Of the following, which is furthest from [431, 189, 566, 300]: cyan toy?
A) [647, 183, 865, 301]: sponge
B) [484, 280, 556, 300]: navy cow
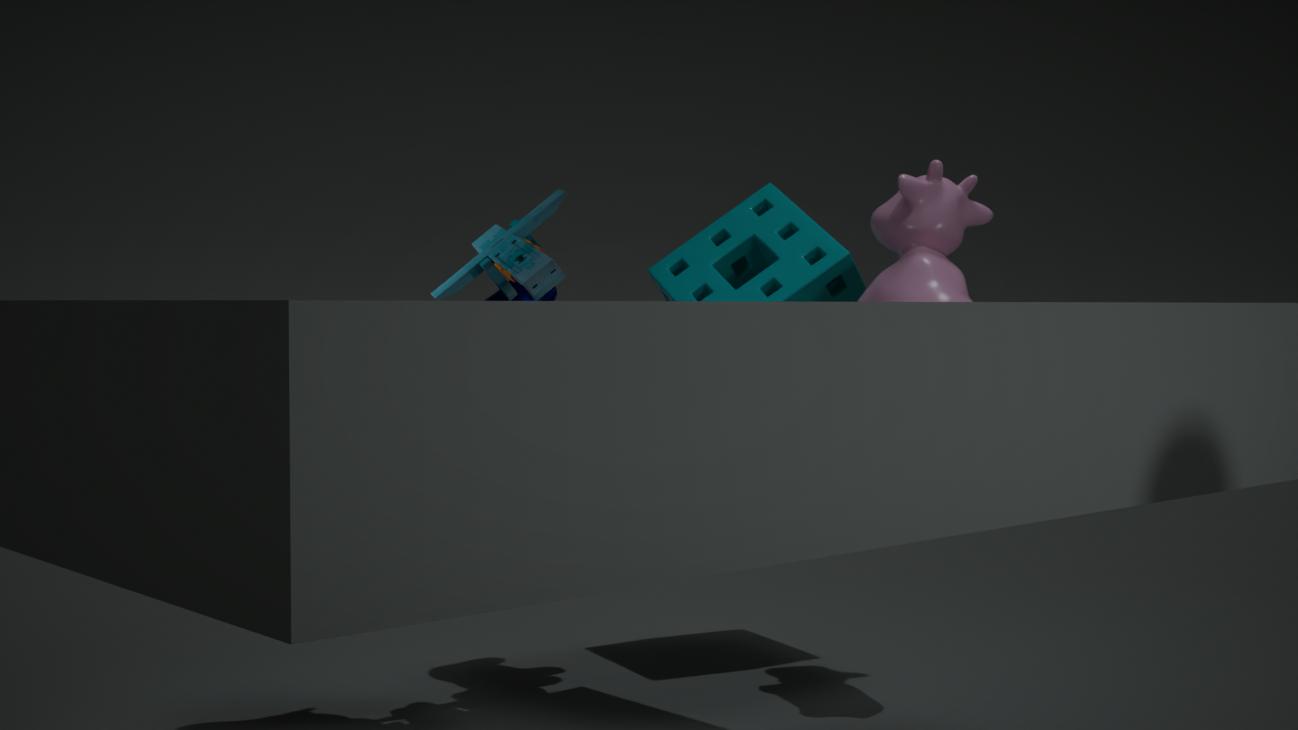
[647, 183, 865, 301]: sponge
